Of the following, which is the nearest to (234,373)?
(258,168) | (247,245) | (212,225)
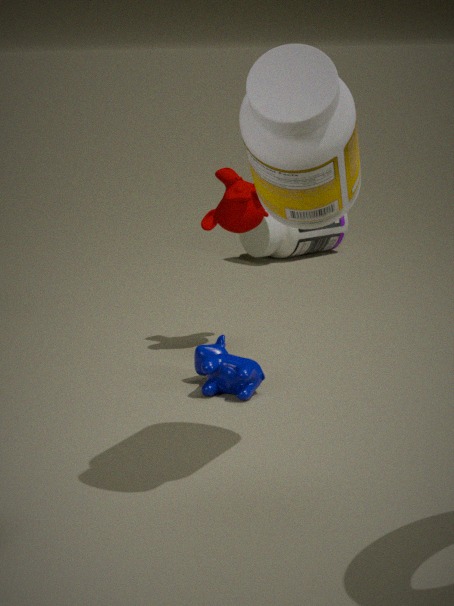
(212,225)
